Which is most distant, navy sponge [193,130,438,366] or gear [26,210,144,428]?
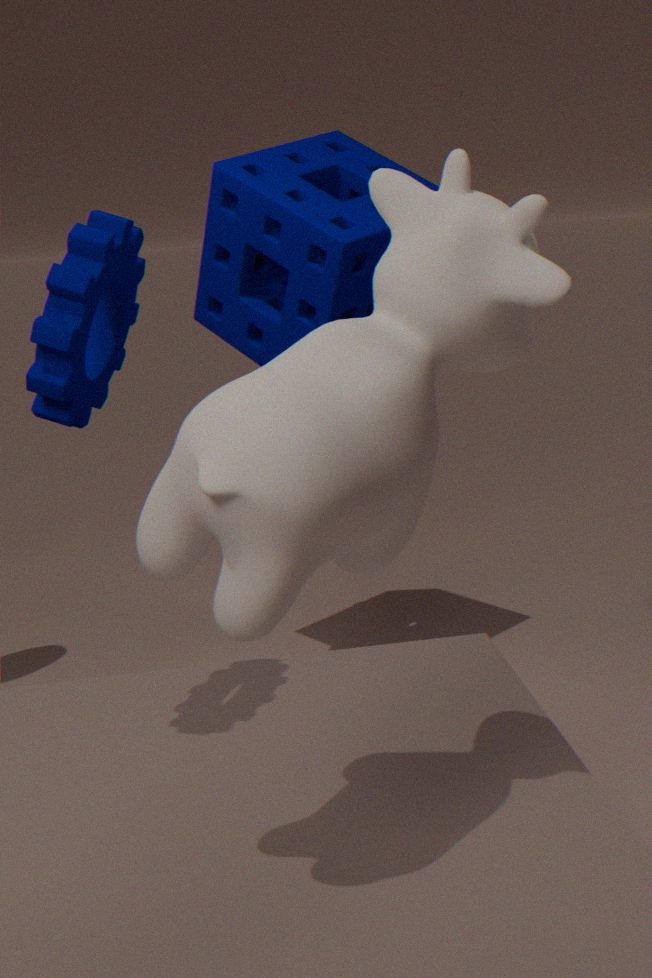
navy sponge [193,130,438,366]
